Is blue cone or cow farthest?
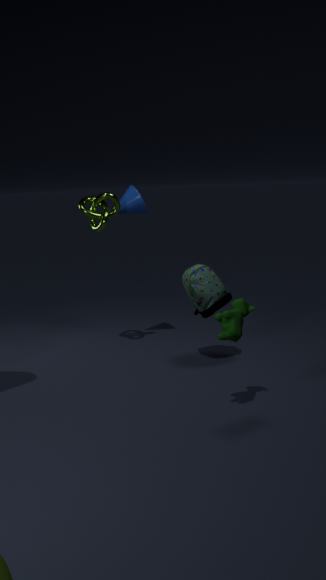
blue cone
